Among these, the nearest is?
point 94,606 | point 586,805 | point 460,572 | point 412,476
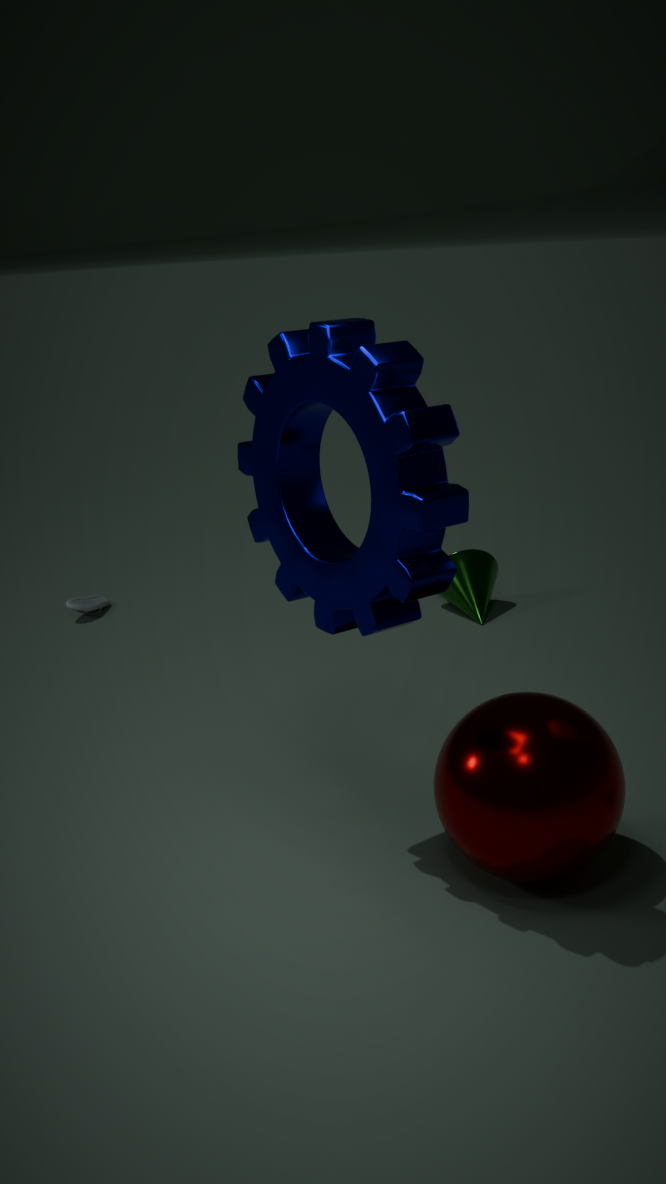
point 412,476
